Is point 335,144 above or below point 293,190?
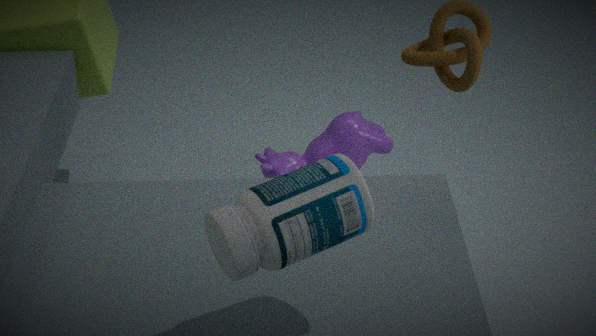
below
